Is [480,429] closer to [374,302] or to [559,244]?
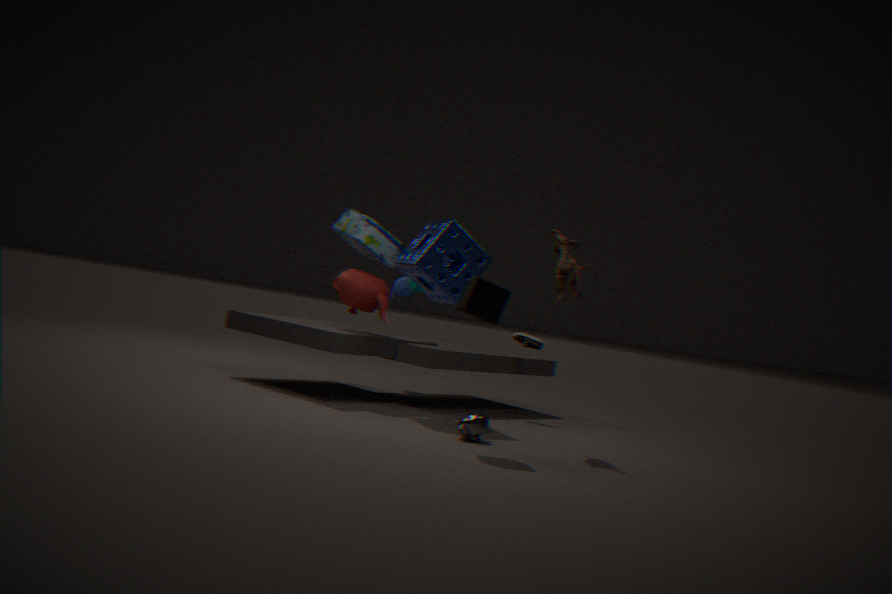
[559,244]
